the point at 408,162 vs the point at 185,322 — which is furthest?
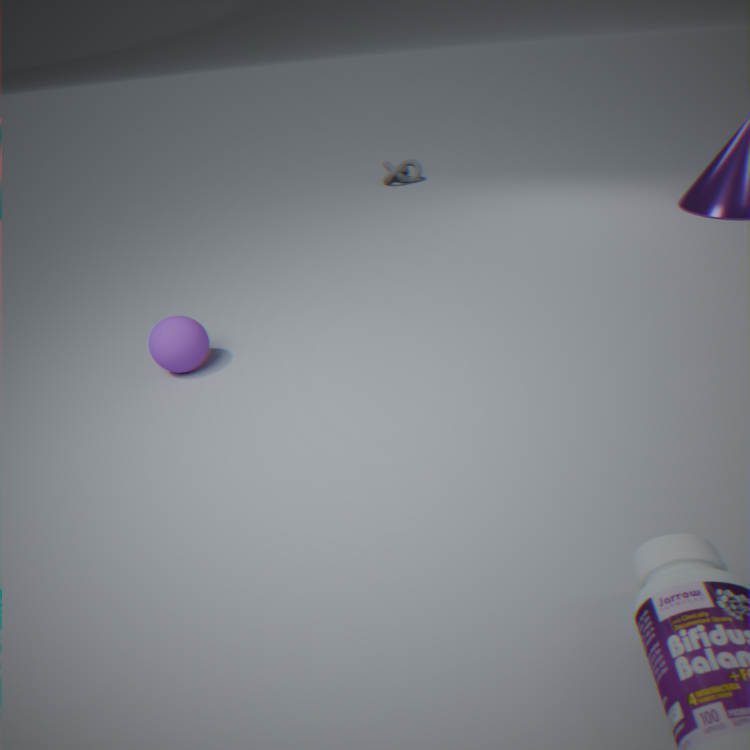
the point at 408,162
